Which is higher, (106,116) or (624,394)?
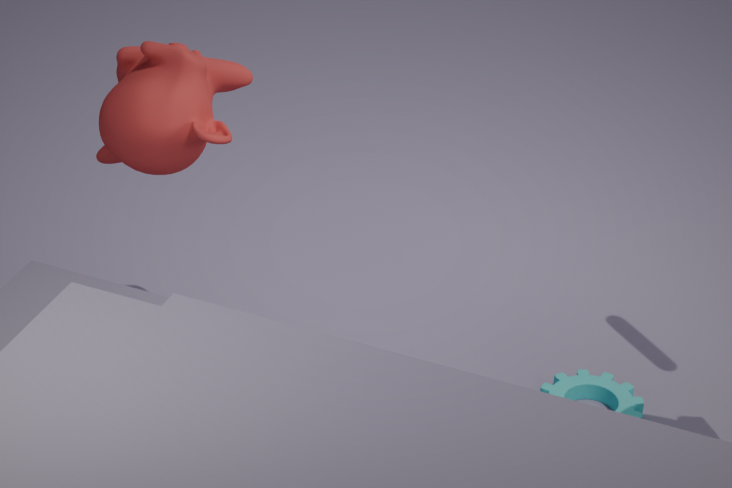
(106,116)
